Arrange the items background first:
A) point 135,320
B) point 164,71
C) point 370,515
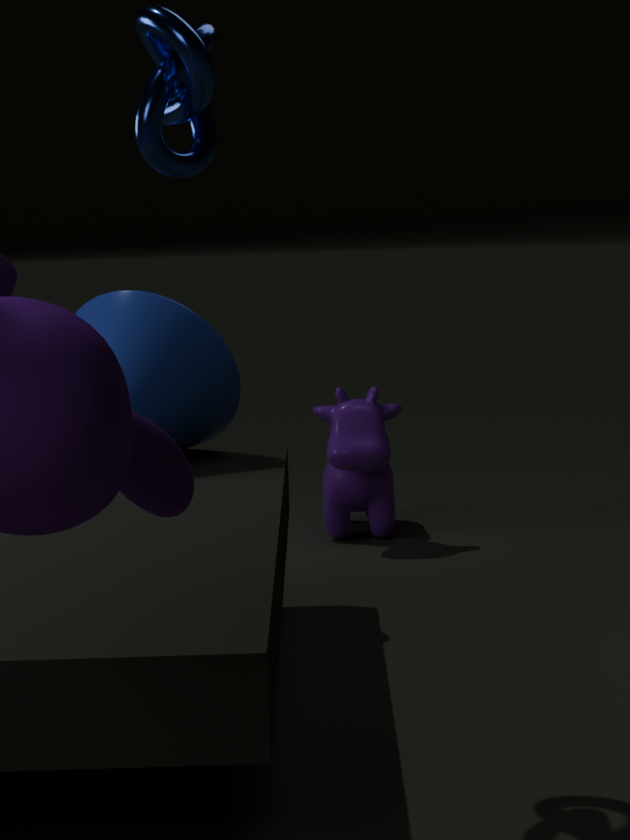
point 370,515 < point 135,320 < point 164,71
